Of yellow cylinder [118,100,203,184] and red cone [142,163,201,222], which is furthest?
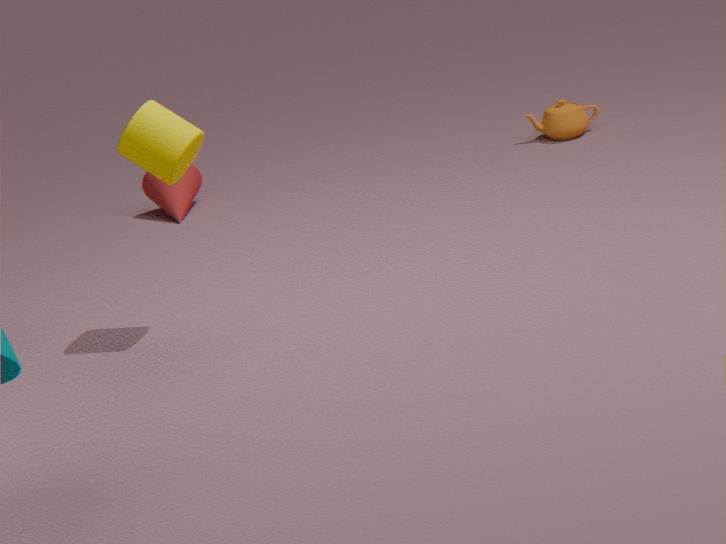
red cone [142,163,201,222]
